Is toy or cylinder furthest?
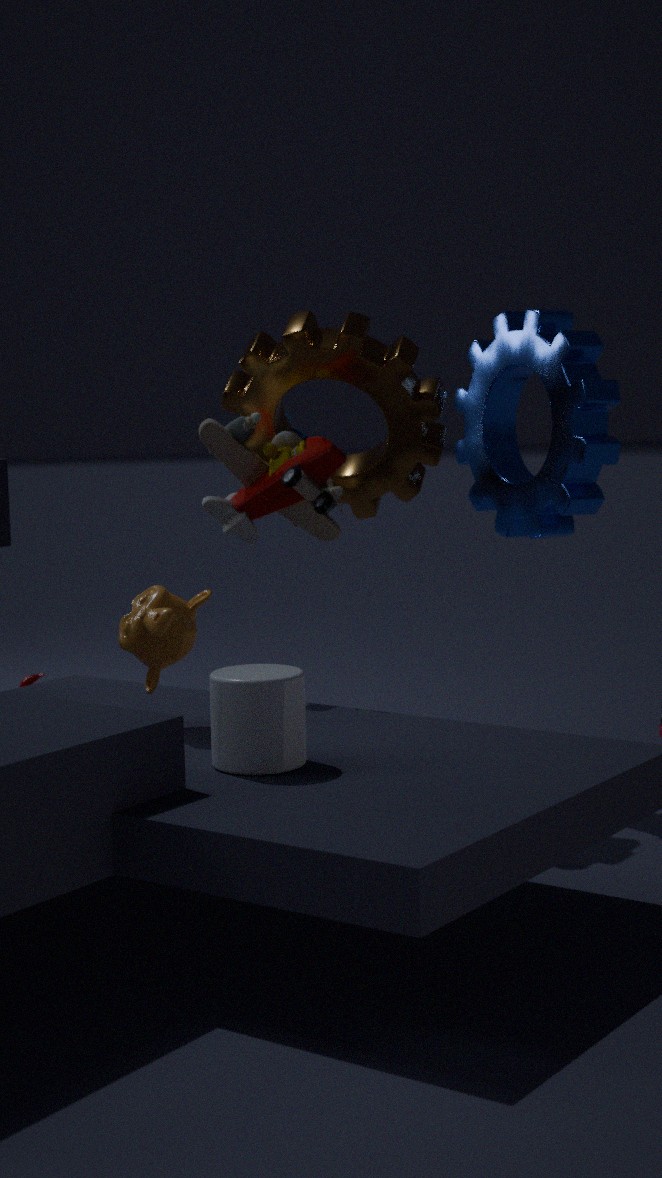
toy
